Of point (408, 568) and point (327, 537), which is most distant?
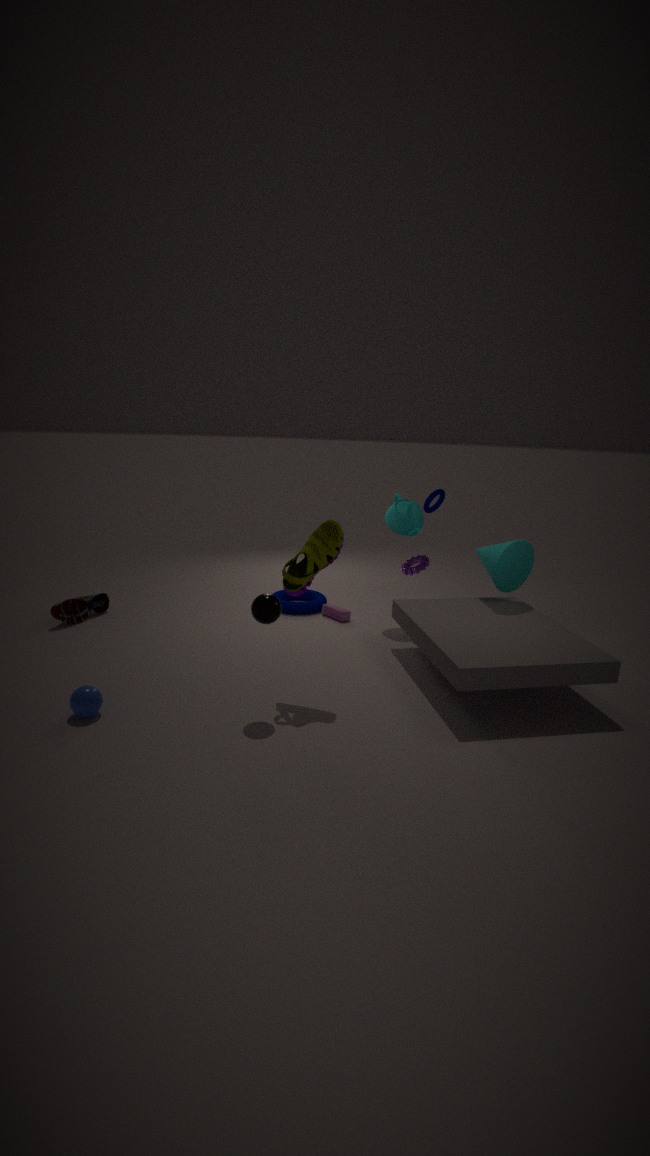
point (408, 568)
